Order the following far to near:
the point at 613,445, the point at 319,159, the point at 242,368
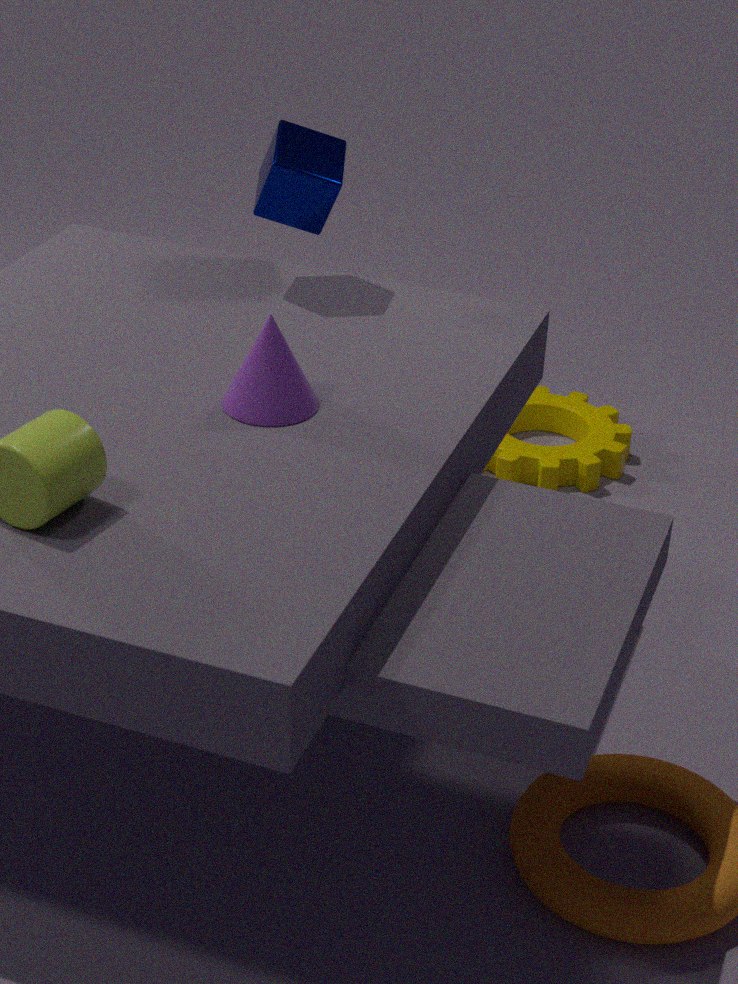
the point at 613,445
the point at 319,159
the point at 242,368
